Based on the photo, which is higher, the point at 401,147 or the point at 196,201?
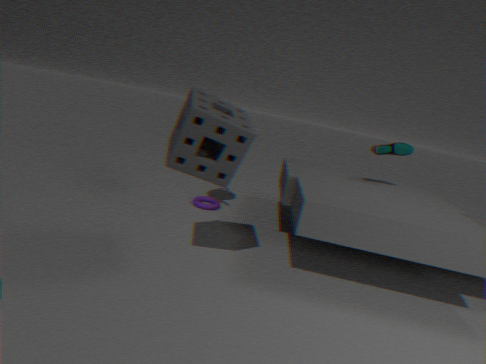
the point at 401,147
